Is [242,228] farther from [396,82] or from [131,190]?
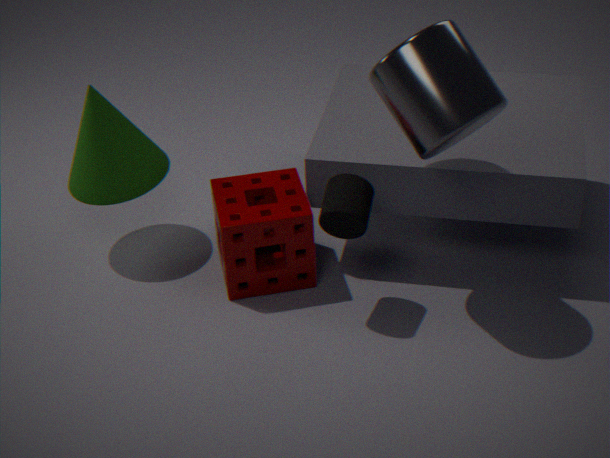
[396,82]
